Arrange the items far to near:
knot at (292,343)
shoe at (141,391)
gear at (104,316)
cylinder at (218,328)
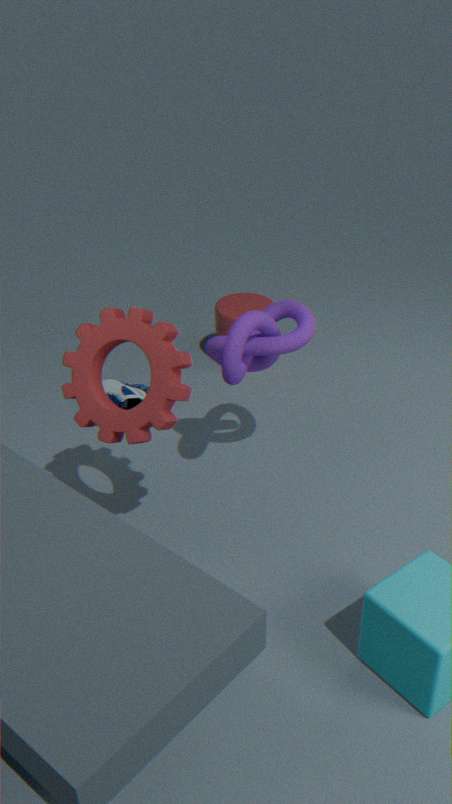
cylinder at (218,328) < shoe at (141,391) < knot at (292,343) < gear at (104,316)
